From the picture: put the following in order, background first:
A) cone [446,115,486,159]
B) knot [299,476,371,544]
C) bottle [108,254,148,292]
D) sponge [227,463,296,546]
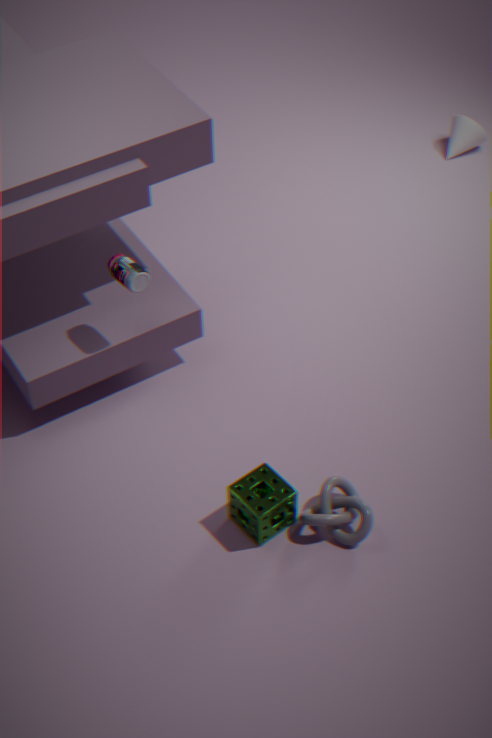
cone [446,115,486,159], bottle [108,254,148,292], knot [299,476,371,544], sponge [227,463,296,546]
